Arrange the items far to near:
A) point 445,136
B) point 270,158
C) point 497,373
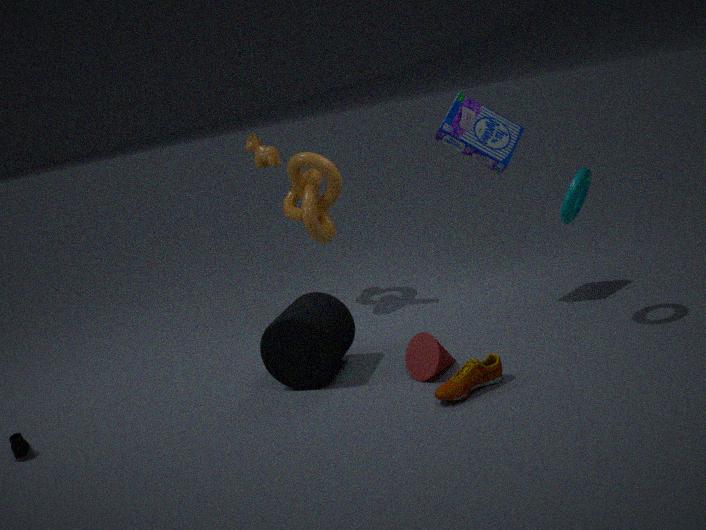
point 270,158 < point 445,136 < point 497,373
